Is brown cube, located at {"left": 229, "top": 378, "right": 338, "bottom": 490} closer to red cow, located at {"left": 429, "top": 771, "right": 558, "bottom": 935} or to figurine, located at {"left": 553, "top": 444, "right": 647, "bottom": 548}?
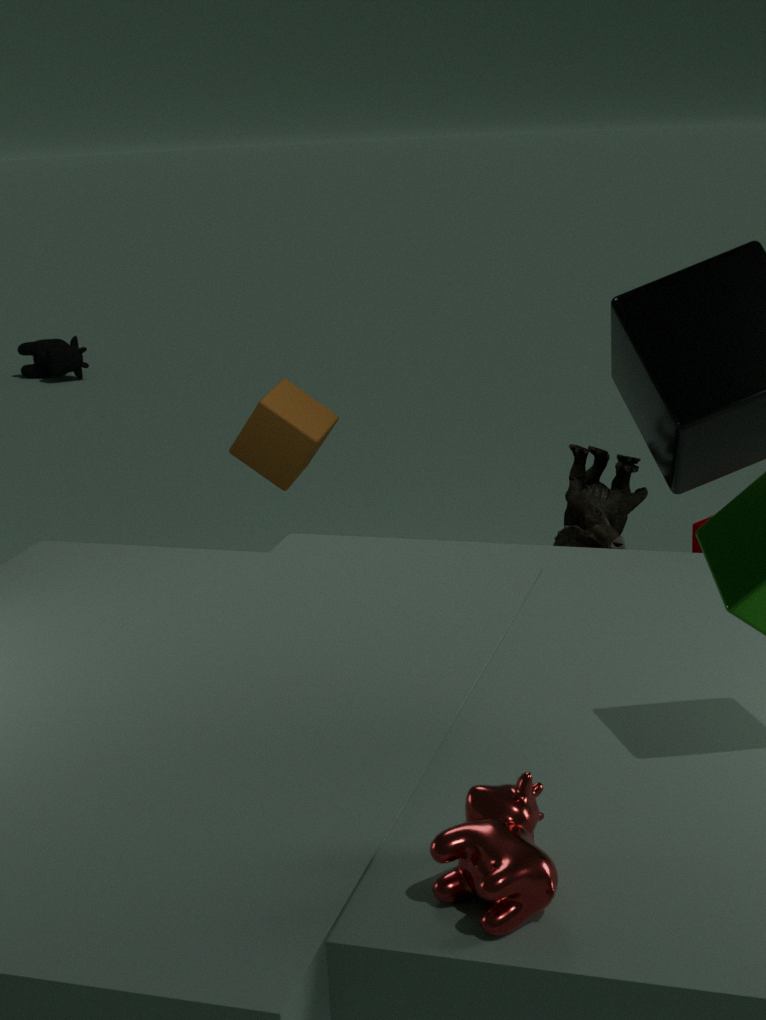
figurine, located at {"left": 553, "top": 444, "right": 647, "bottom": 548}
